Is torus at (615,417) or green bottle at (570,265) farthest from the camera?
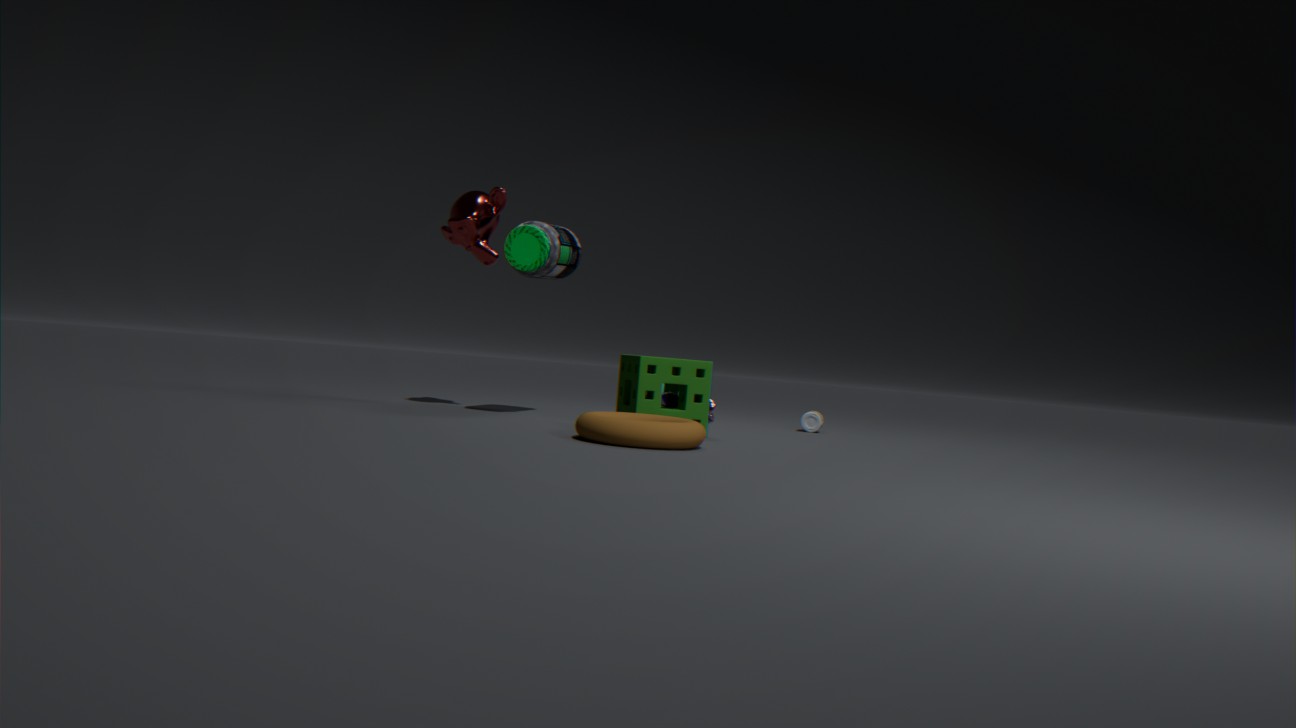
green bottle at (570,265)
